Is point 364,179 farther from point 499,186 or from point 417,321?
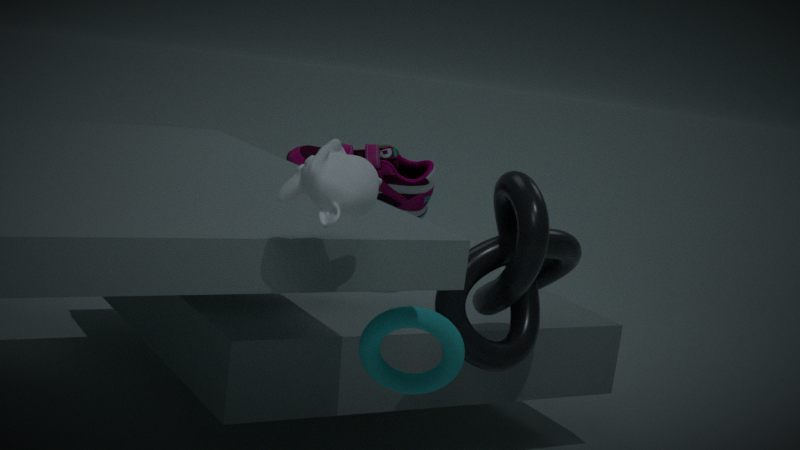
point 499,186
